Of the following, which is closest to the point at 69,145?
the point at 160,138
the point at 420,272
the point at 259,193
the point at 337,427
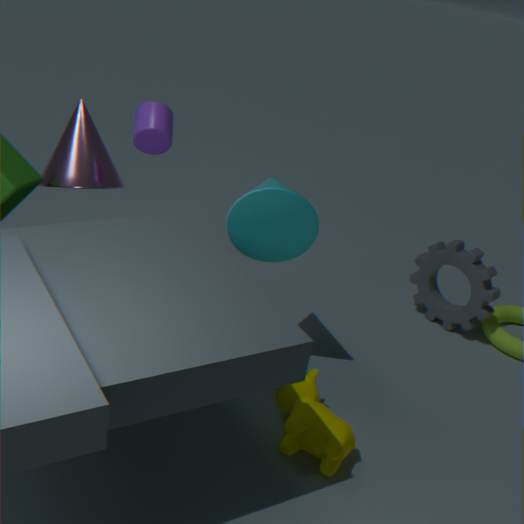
the point at 160,138
